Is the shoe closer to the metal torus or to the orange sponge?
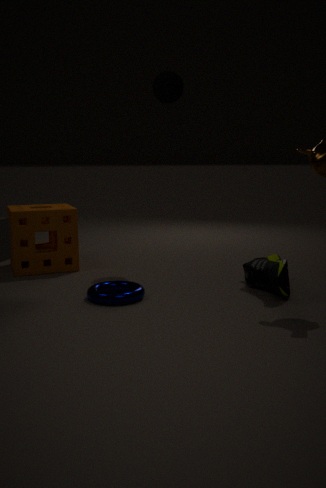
the metal torus
